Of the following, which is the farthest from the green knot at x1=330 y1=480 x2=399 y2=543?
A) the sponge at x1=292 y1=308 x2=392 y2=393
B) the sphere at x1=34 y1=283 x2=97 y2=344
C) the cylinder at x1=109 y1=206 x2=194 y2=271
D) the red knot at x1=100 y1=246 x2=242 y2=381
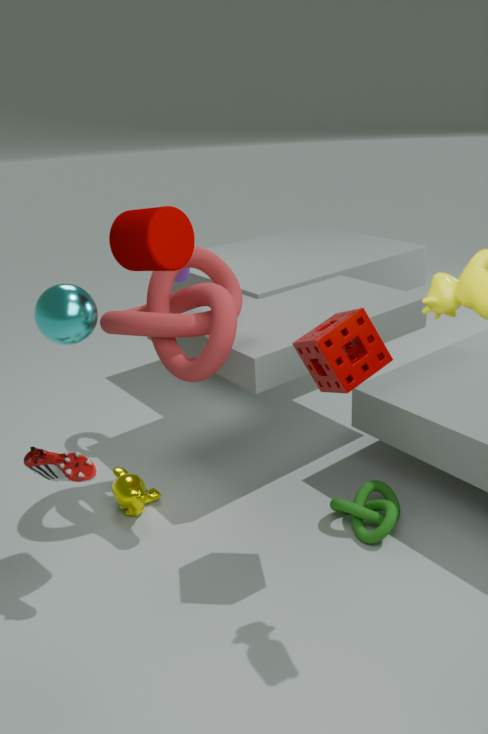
the sphere at x1=34 y1=283 x2=97 y2=344
